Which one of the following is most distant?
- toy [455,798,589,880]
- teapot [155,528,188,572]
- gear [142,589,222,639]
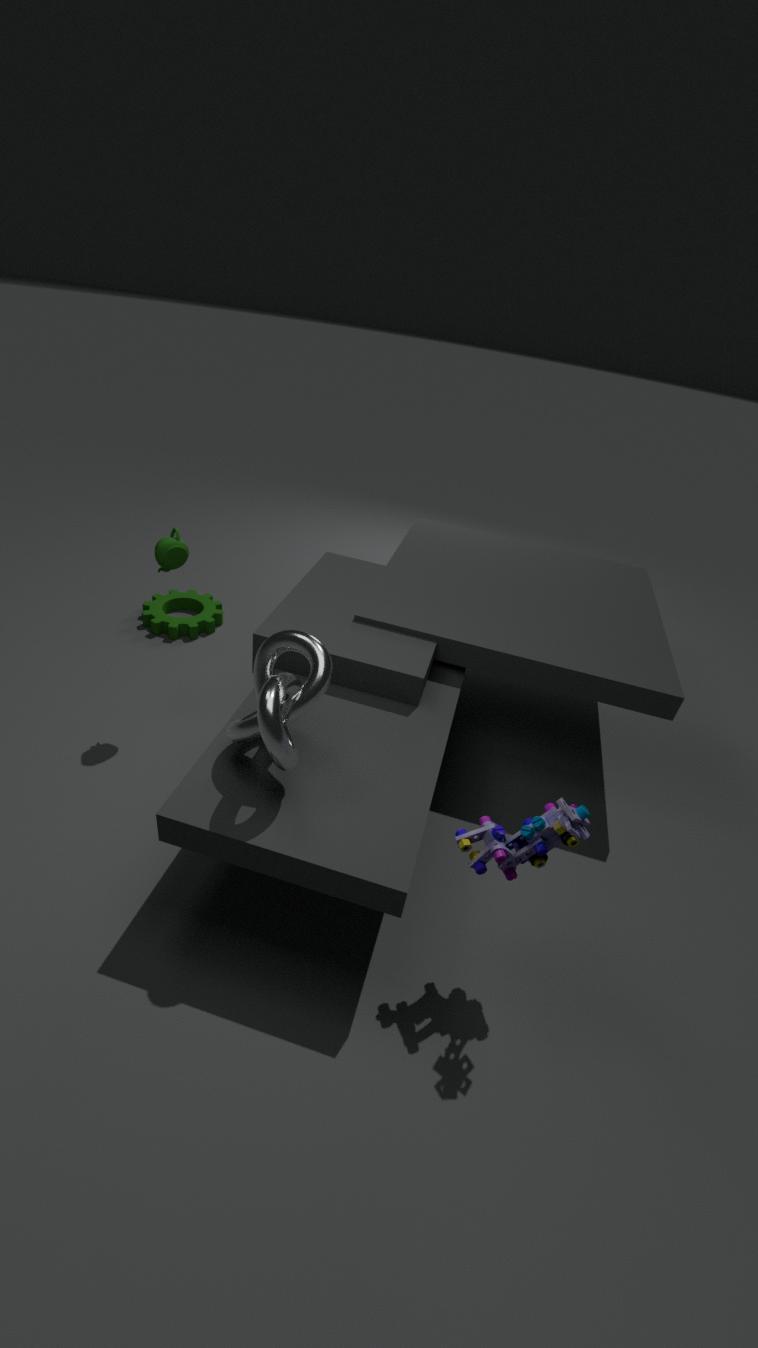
gear [142,589,222,639]
